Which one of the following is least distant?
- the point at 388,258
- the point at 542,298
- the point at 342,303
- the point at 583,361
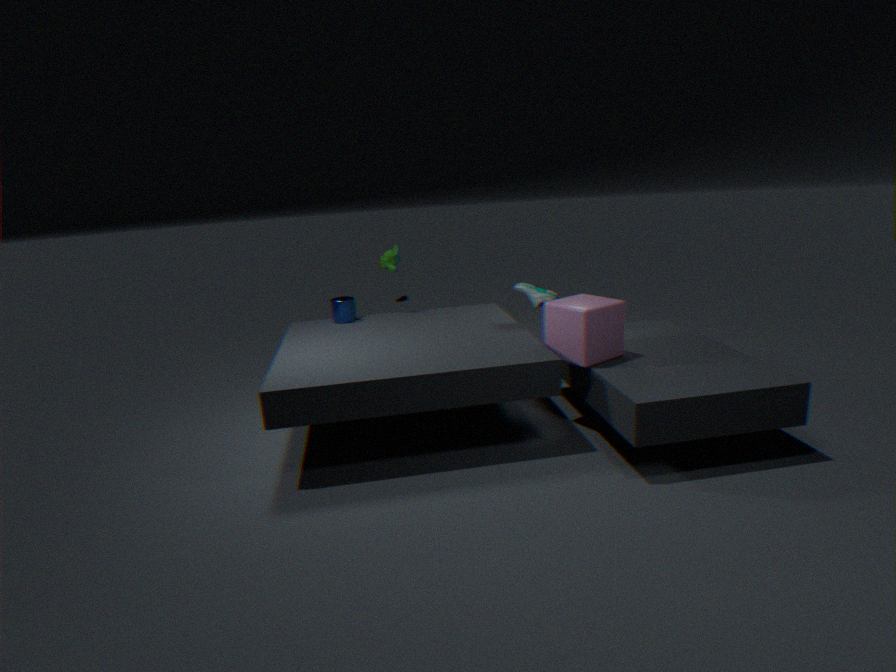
the point at 583,361
